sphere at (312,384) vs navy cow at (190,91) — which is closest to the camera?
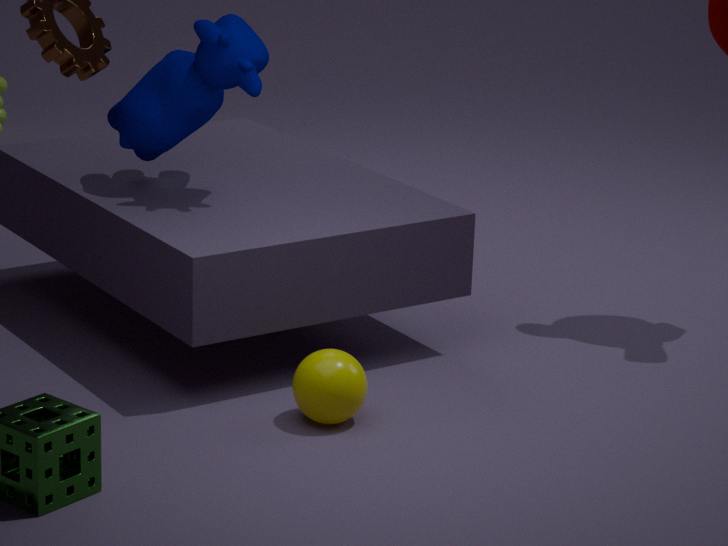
sphere at (312,384)
